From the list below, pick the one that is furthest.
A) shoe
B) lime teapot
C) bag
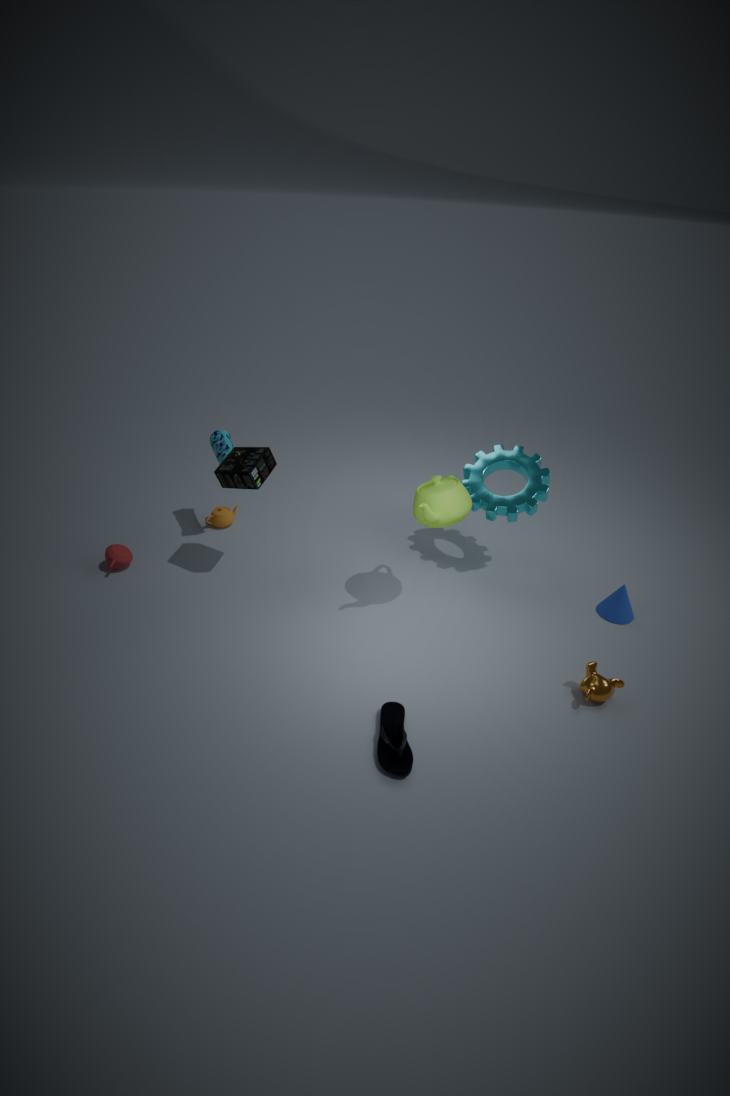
bag
